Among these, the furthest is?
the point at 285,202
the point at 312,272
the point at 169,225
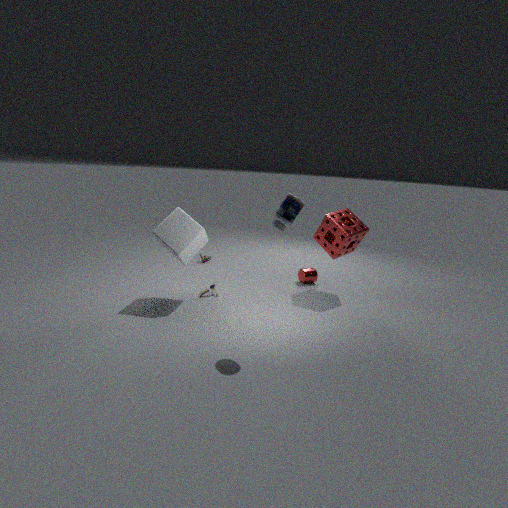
the point at 312,272
